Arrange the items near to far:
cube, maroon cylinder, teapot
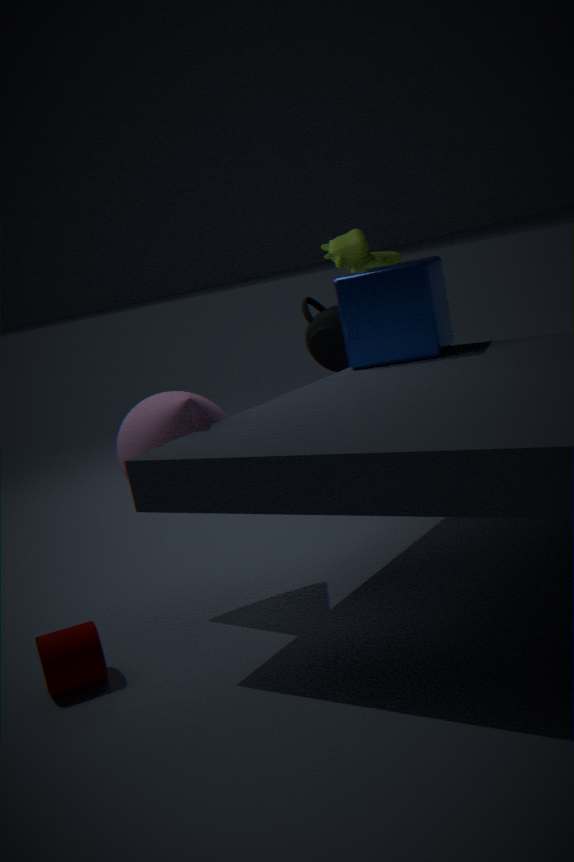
1. maroon cylinder
2. cube
3. teapot
